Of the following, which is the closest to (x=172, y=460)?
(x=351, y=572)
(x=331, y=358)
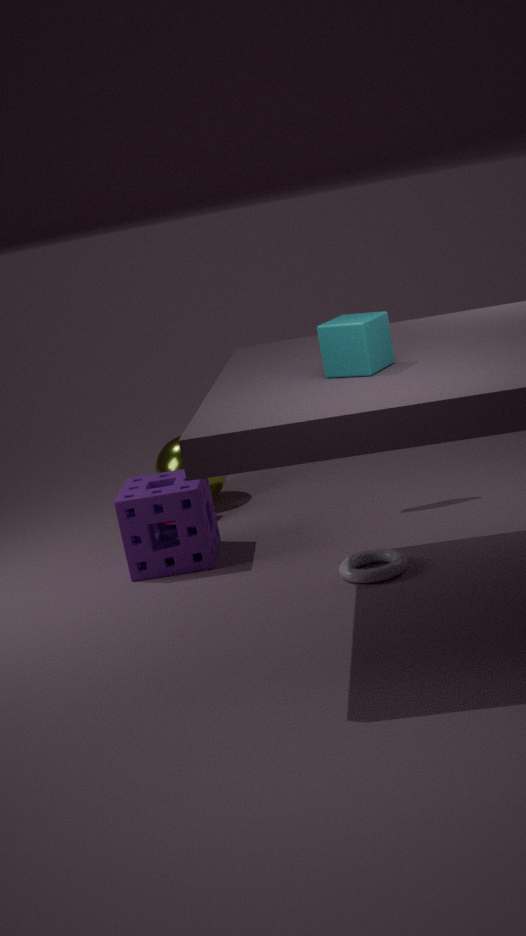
(x=351, y=572)
